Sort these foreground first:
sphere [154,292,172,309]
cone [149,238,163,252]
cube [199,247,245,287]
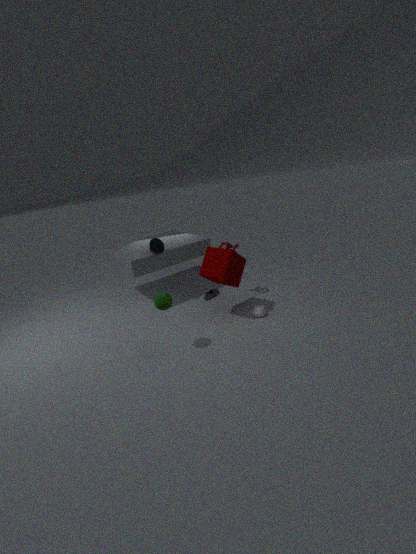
sphere [154,292,172,309]
cube [199,247,245,287]
cone [149,238,163,252]
